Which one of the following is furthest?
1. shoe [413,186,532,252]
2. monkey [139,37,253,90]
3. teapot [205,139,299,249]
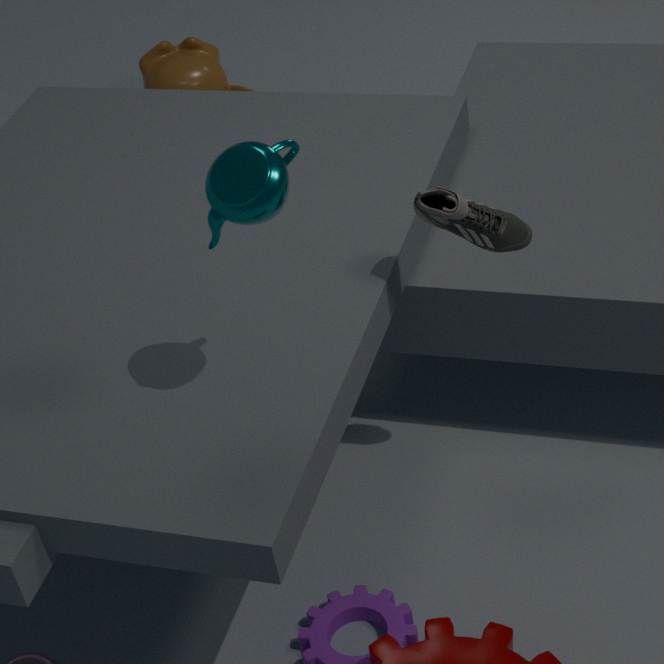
monkey [139,37,253,90]
